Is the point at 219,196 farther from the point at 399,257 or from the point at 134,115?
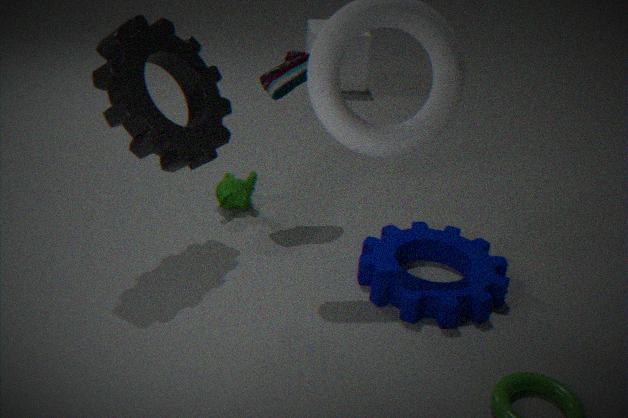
the point at 399,257
